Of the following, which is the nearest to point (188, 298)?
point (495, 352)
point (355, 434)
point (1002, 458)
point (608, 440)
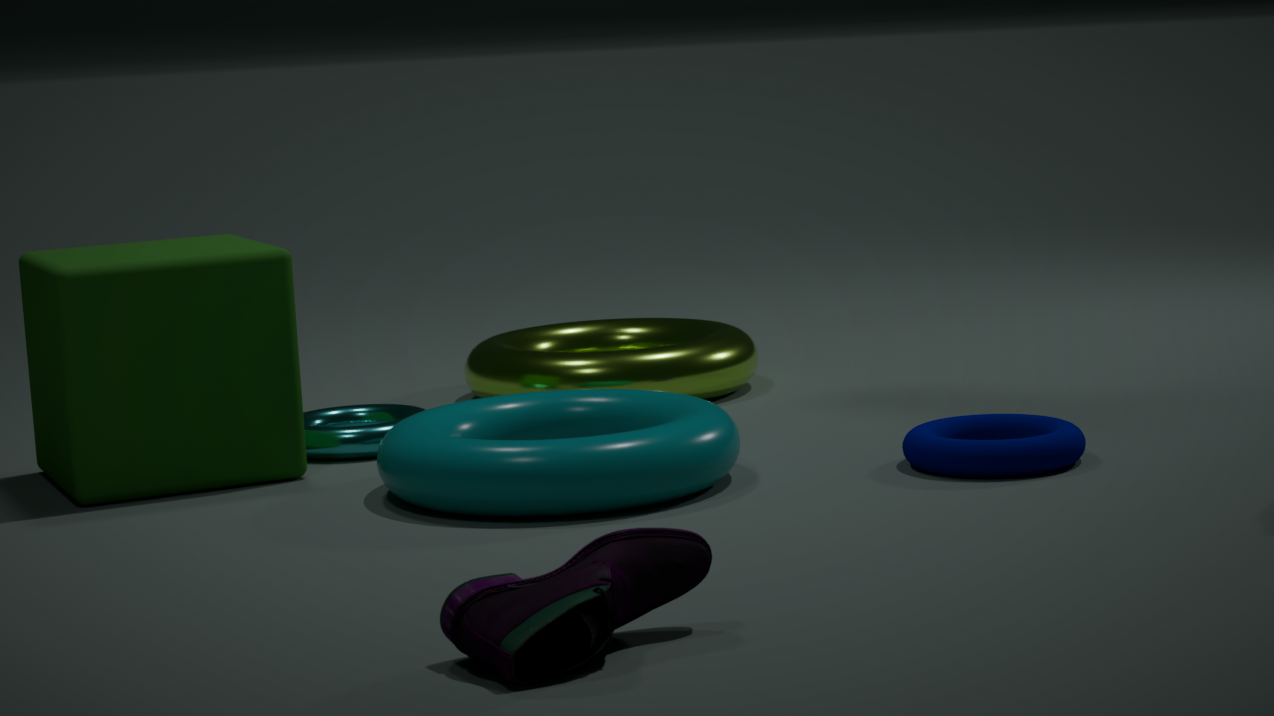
point (355, 434)
